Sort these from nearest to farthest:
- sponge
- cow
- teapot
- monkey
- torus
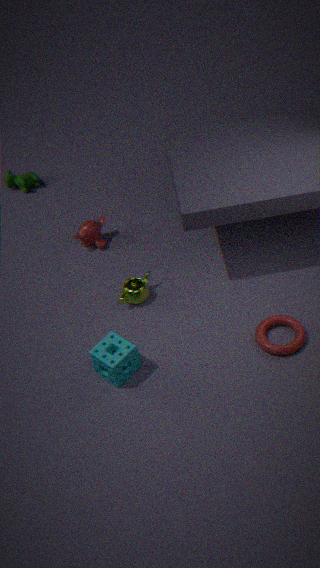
sponge, torus, teapot, monkey, cow
